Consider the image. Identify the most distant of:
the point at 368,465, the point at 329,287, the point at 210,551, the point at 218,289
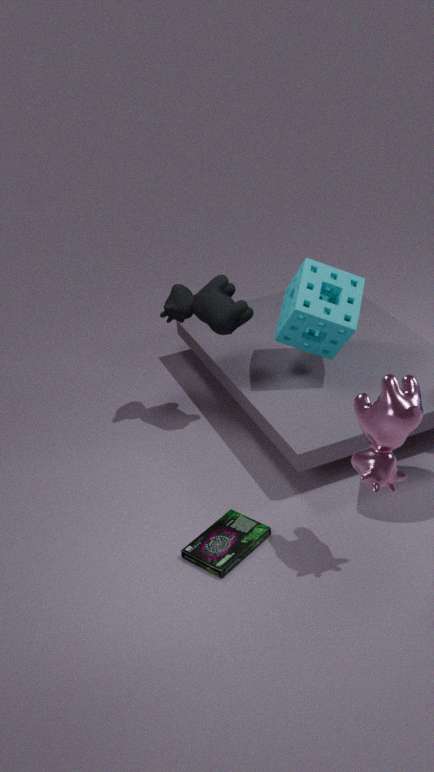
the point at 218,289
